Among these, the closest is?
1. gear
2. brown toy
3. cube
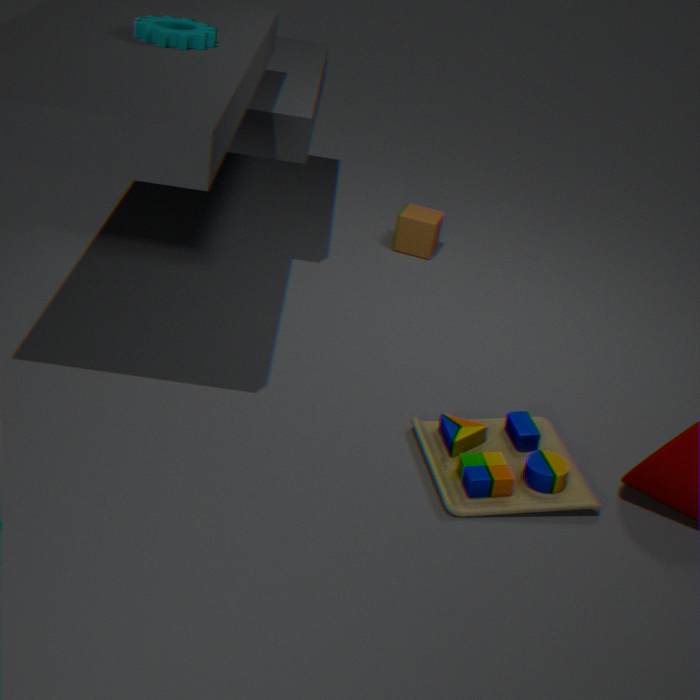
brown toy
